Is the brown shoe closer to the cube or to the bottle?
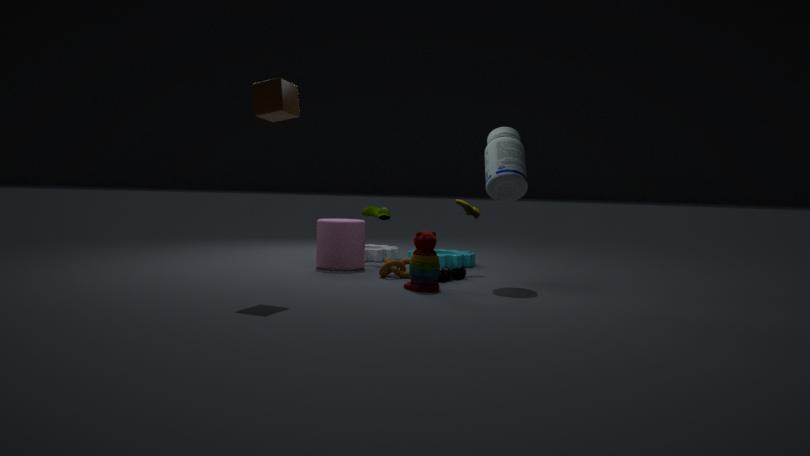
the bottle
